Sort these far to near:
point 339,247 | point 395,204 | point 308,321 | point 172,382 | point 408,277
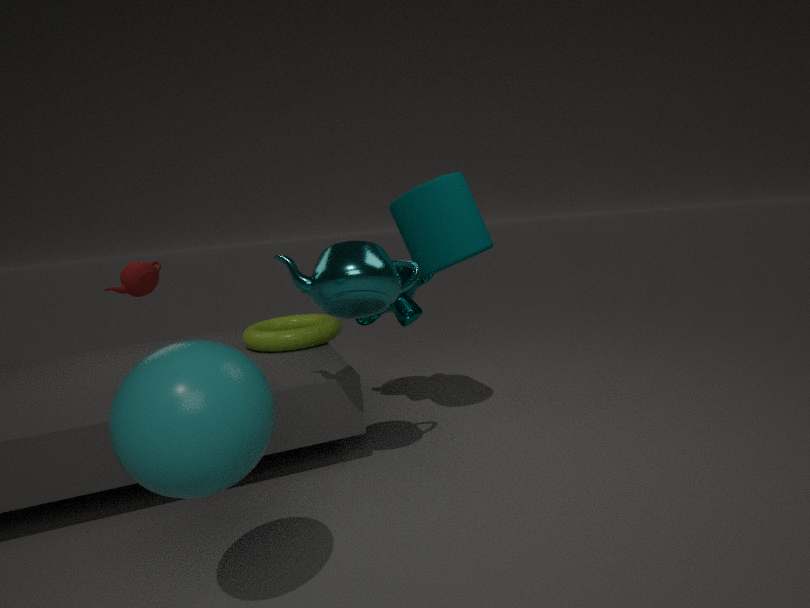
point 308,321 < point 408,277 < point 395,204 < point 339,247 < point 172,382
